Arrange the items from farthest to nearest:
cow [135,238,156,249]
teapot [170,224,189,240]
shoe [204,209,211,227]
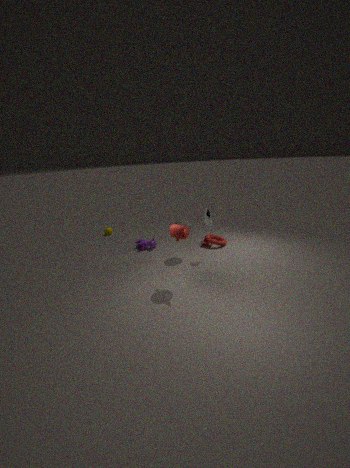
cow [135,238,156,249], shoe [204,209,211,227], teapot [170,224,189,240]
